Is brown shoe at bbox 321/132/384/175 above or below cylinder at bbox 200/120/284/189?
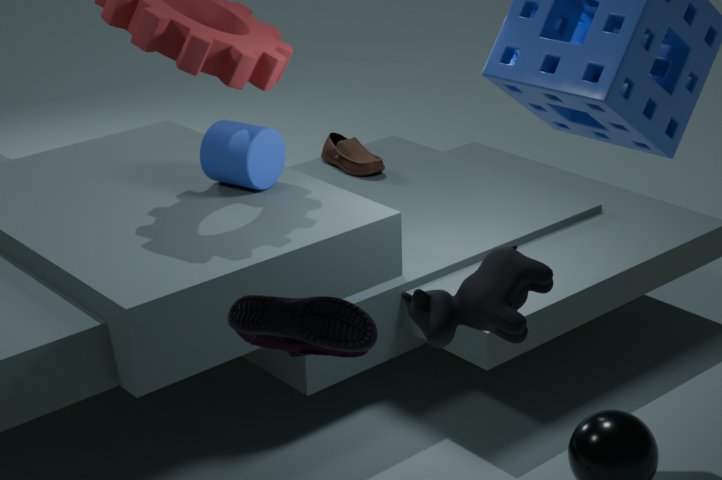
below
